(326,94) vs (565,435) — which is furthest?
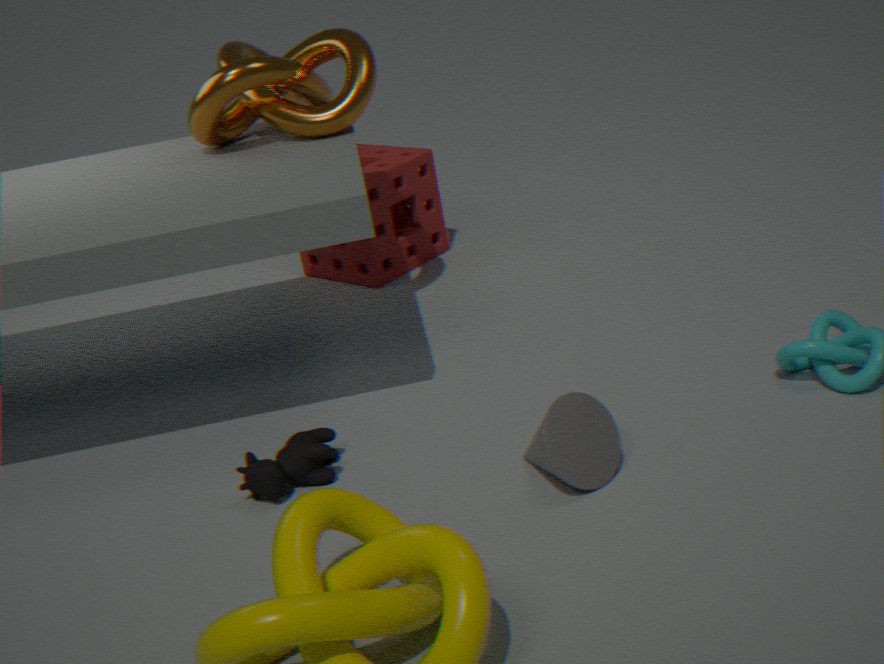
(326,94)
